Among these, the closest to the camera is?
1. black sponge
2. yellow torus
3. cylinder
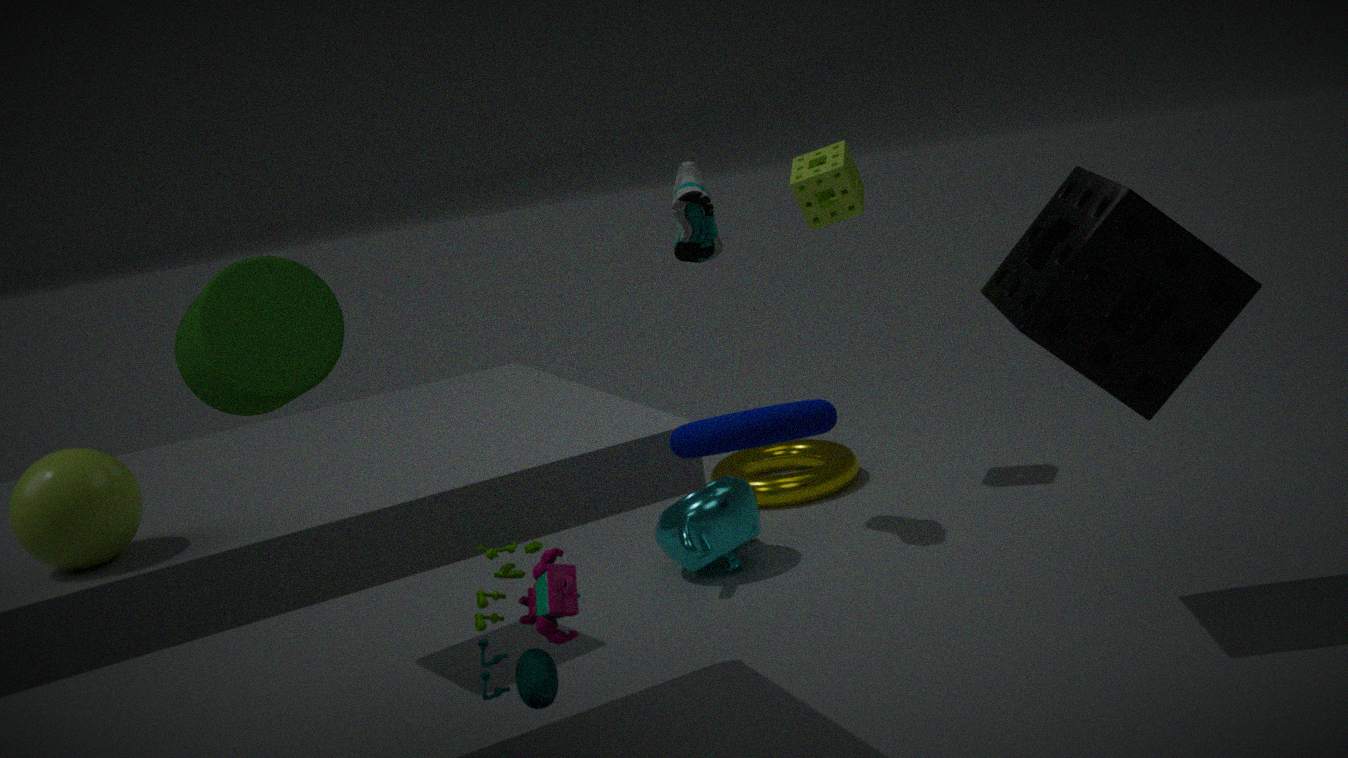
black sponge
